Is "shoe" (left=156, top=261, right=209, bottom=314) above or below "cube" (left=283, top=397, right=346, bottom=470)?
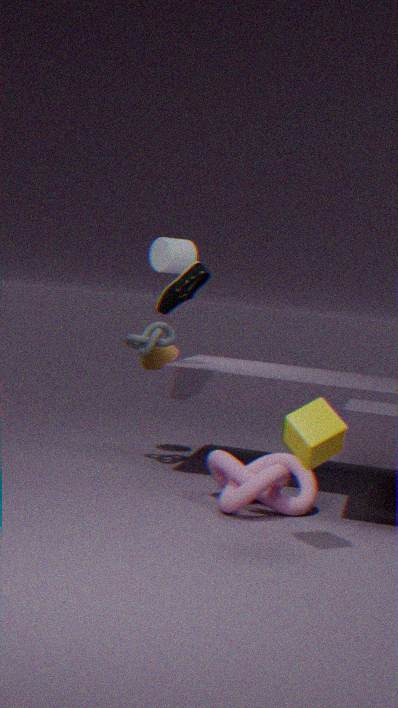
above
